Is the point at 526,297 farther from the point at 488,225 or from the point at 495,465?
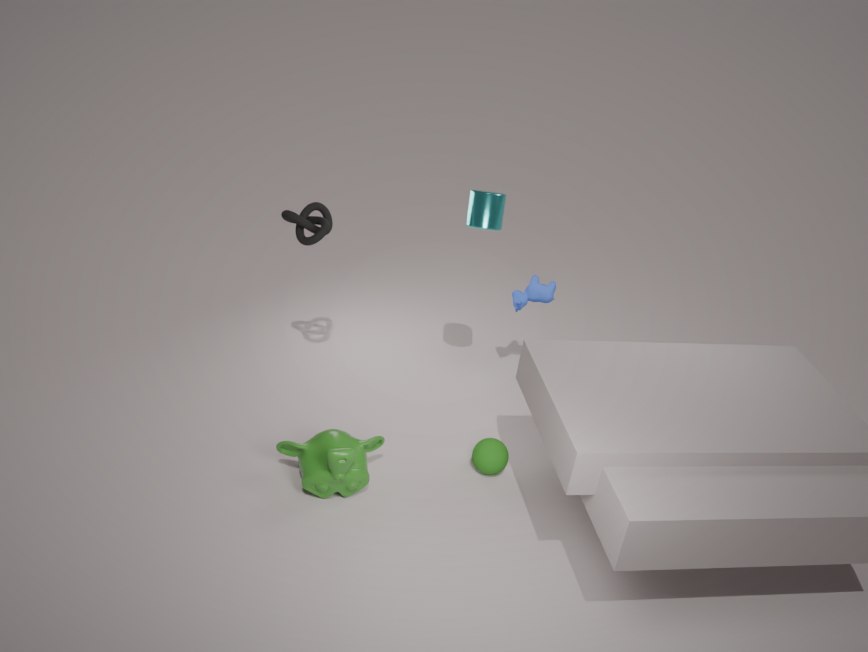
the point at 495,465
